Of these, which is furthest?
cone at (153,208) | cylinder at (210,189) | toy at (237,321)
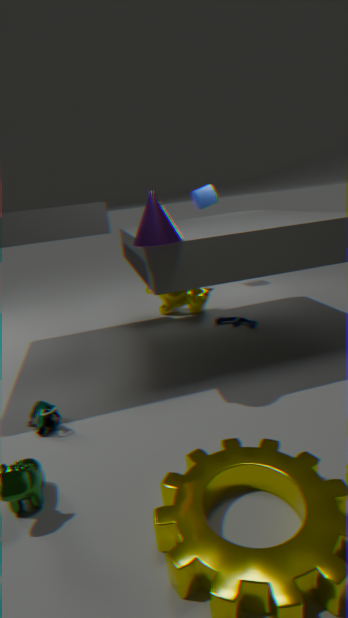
cylinder at (210,189)
